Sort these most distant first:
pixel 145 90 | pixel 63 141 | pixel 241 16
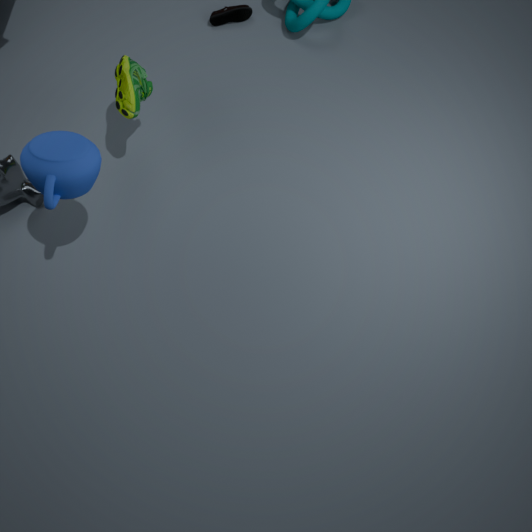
pixel 241 16 → pixel 145 90 → pixel 63 141
